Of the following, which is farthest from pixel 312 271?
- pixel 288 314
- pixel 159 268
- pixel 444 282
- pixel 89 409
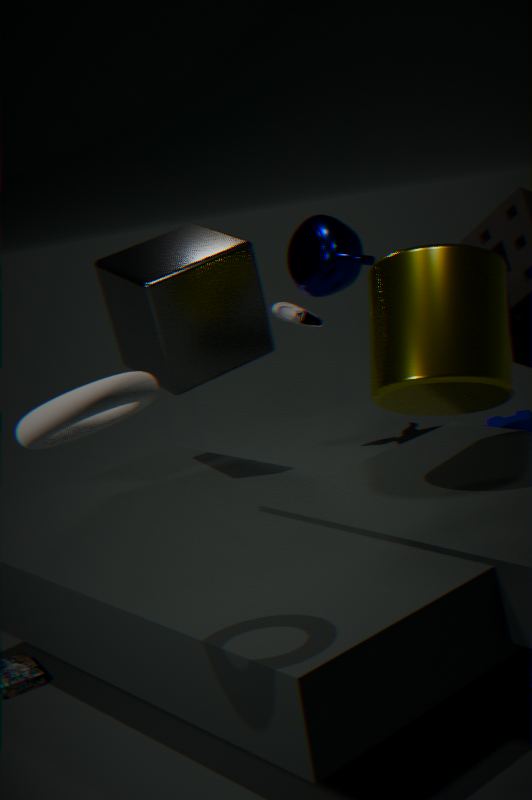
pixel 89 409
